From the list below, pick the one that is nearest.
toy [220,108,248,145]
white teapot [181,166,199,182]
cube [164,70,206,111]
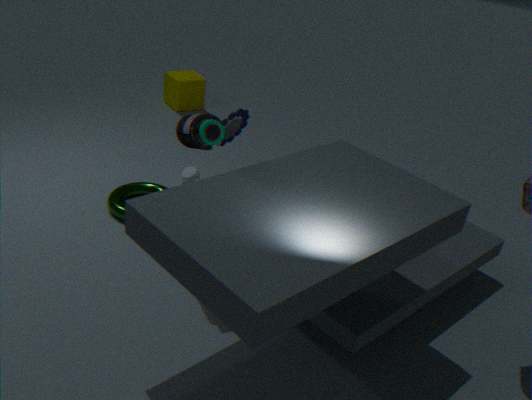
toy [220,108,248,145]
